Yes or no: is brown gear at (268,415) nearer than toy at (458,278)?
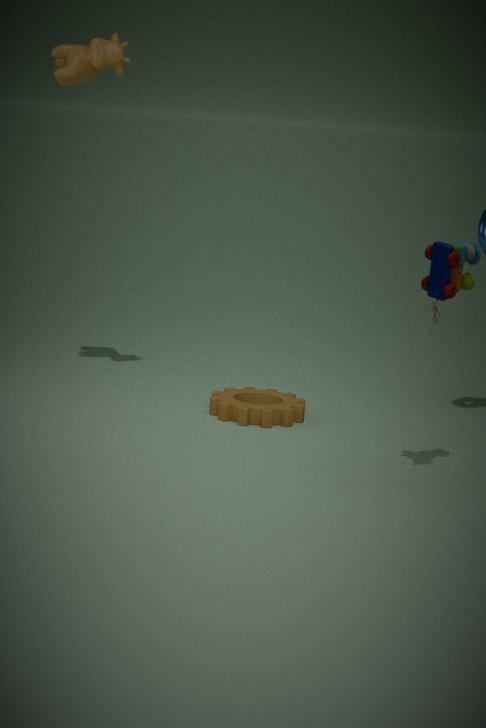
No
